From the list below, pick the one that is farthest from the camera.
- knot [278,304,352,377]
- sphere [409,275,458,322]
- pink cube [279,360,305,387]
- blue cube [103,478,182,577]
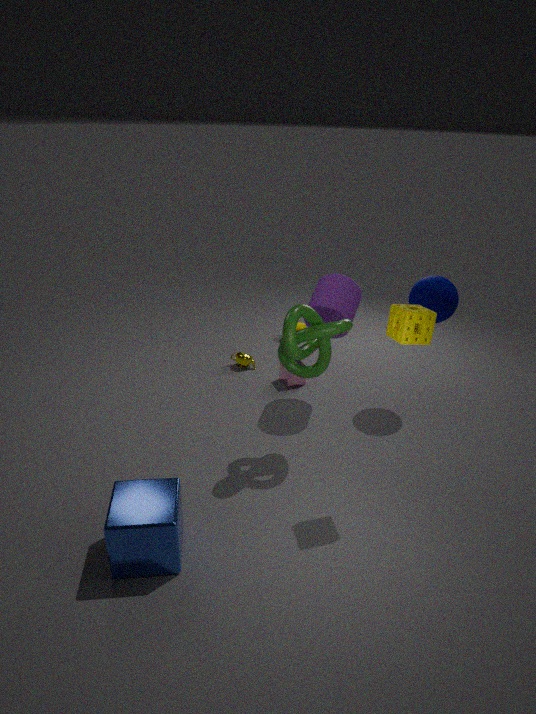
pink cube [279,360,305,387]
